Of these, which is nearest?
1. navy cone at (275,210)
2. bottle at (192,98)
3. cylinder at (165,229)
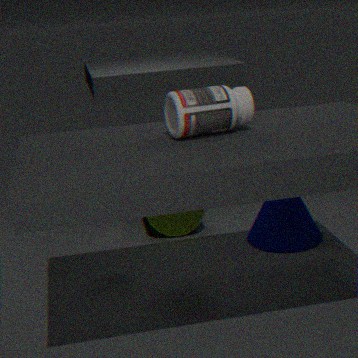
bottle at (192,98)
